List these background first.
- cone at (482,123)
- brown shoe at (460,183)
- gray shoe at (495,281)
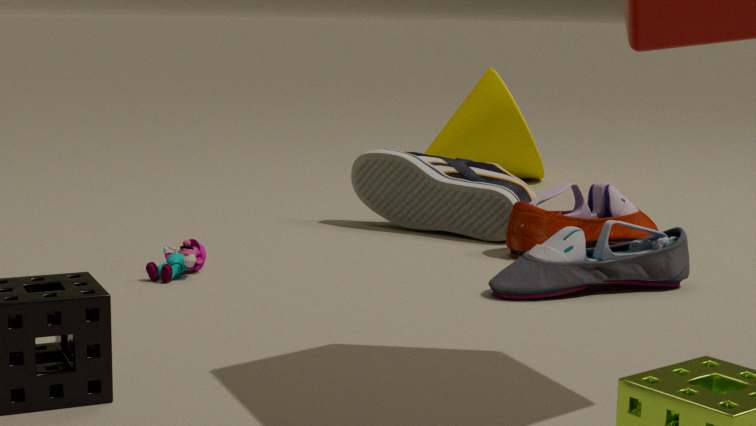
cone at (482,123), brown shoe at (460,183), gray shoe at (495,281)
